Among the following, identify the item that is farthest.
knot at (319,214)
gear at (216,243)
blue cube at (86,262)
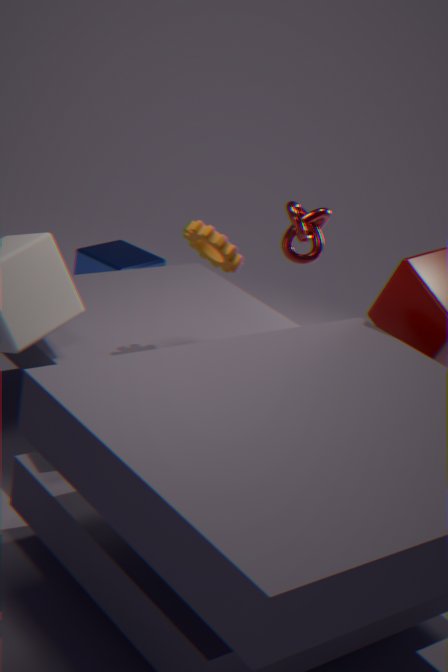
blue cube at (86,262)
